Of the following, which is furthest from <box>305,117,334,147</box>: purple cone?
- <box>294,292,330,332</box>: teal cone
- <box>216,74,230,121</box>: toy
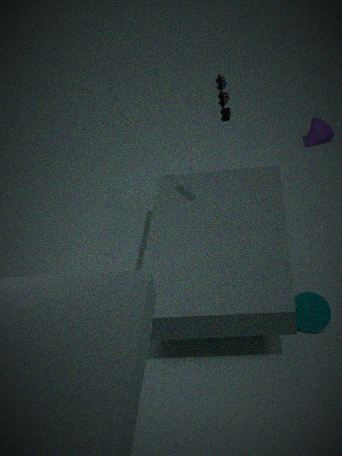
<box>294,292,330,332</box>: teal cone
